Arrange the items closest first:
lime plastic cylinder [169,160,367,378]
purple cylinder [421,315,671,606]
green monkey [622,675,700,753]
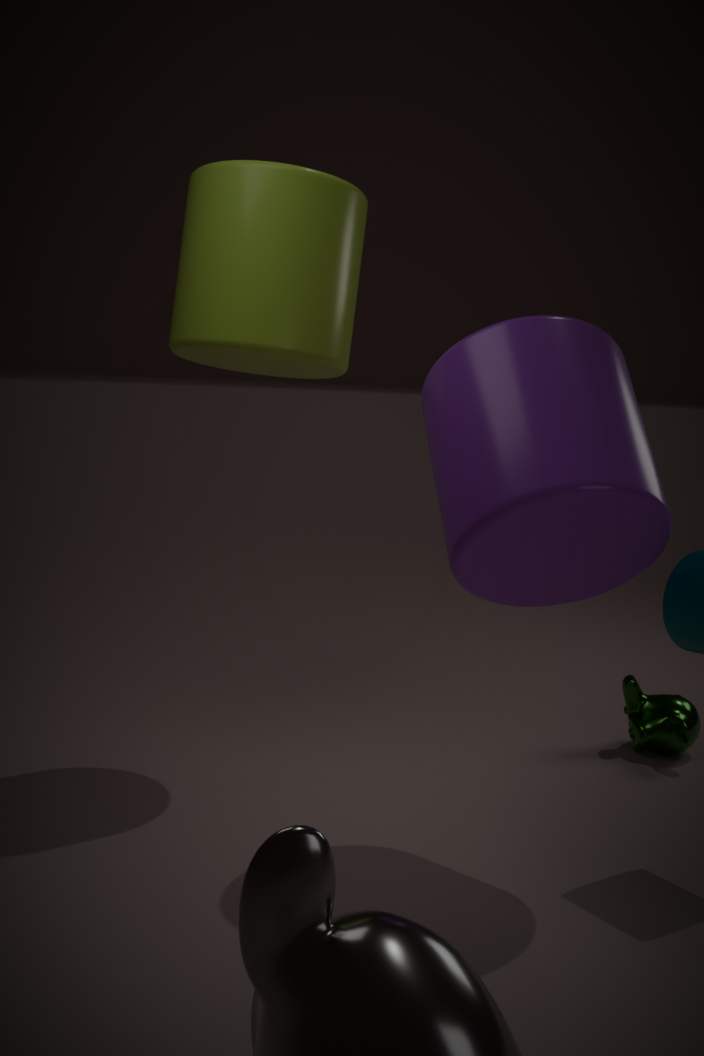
purple cylinder [421,315,671,606] → lime plastic cylinder [169,160,367,378] → green monkey [622,675,700,753]
